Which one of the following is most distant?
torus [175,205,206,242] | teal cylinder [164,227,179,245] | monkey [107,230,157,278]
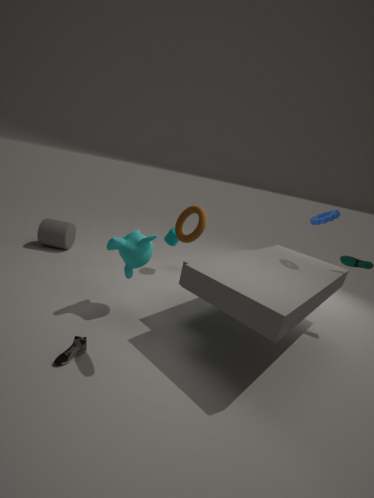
teal cylinder [164,227,179,245]
